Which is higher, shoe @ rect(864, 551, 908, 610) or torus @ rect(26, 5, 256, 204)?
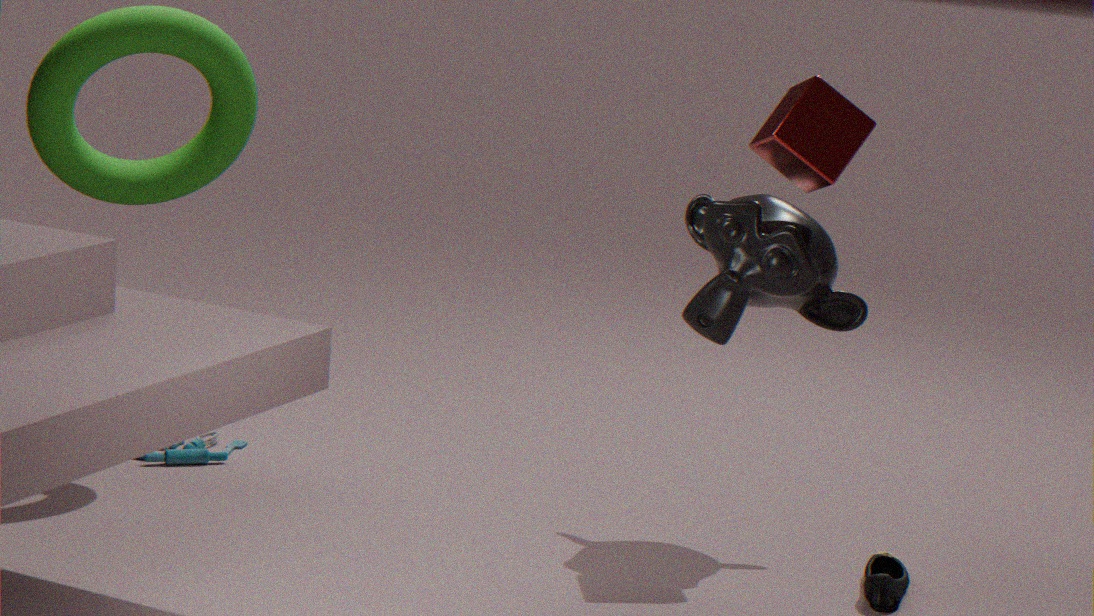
torus @ rect(26, 5, 256, 204)
